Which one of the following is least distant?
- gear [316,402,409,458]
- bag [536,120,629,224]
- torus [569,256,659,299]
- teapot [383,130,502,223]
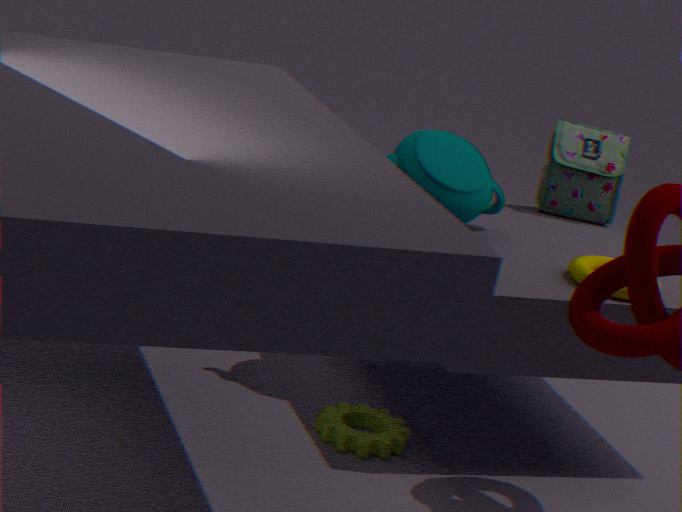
torus [569,256,659,299]
